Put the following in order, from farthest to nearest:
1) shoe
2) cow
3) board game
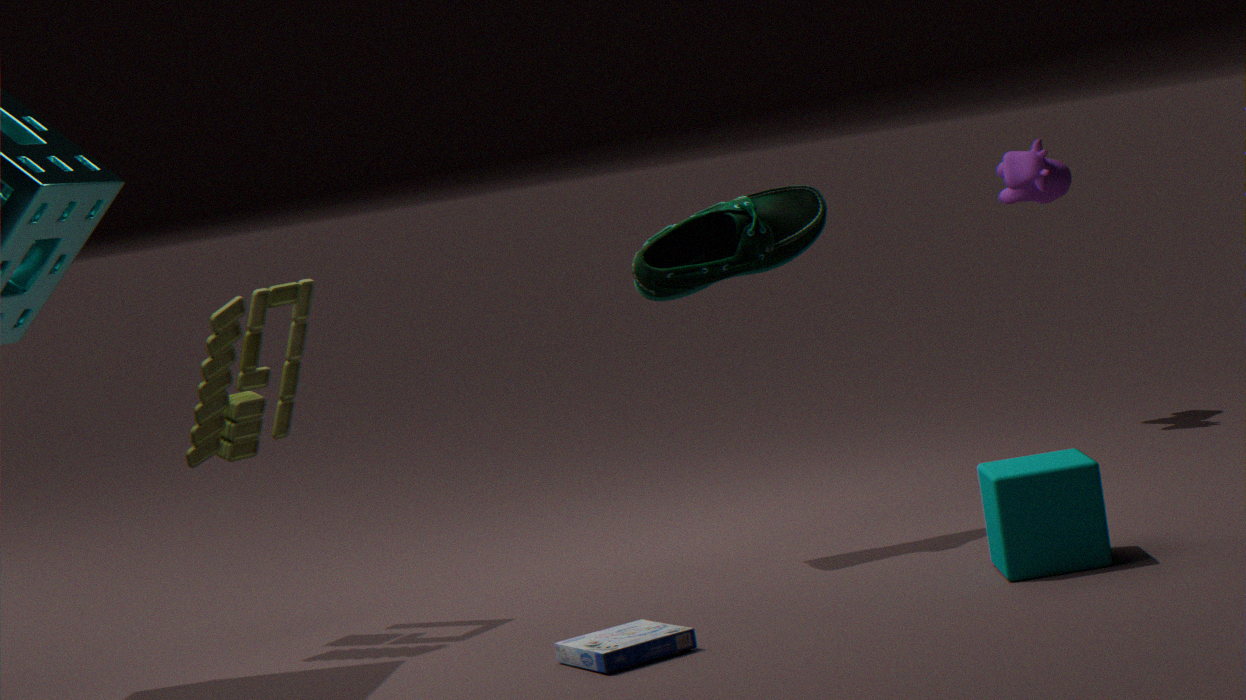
2. cow
1. shoe
3. board game
